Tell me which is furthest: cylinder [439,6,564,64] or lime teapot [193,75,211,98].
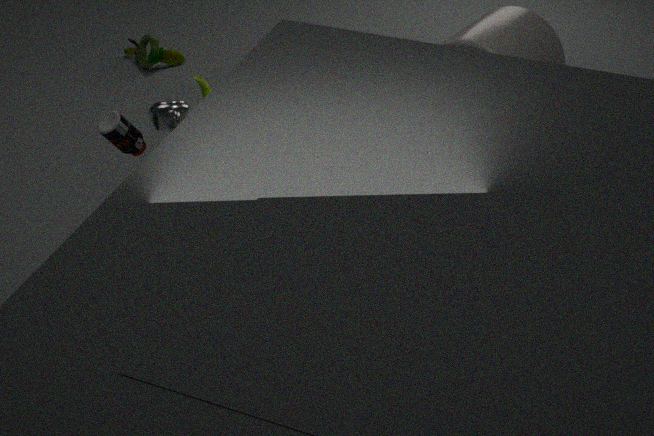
lime teapot [193,75,211,98]
